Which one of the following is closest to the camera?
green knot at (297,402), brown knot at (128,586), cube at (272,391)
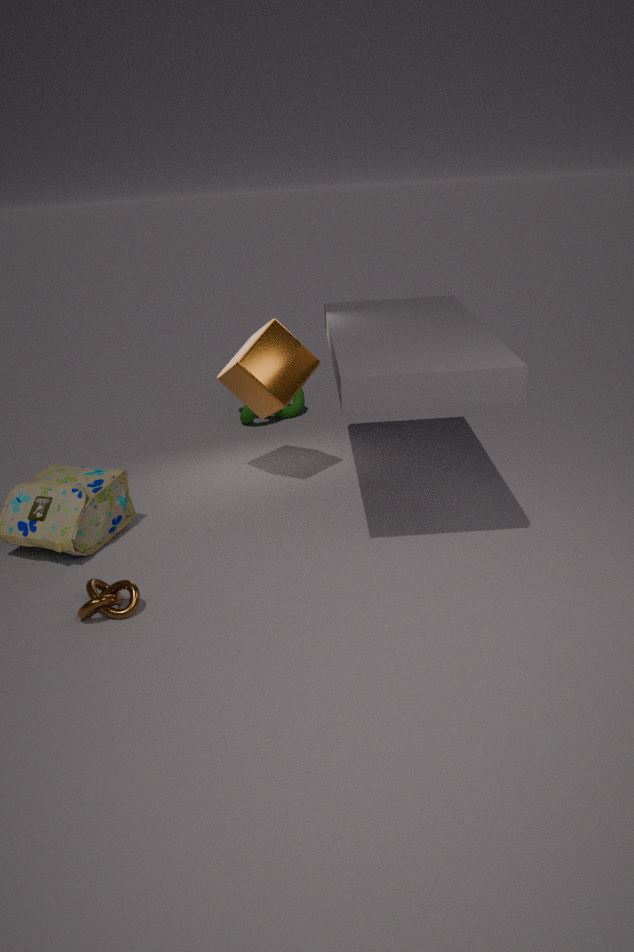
brown knot at (128,586)
